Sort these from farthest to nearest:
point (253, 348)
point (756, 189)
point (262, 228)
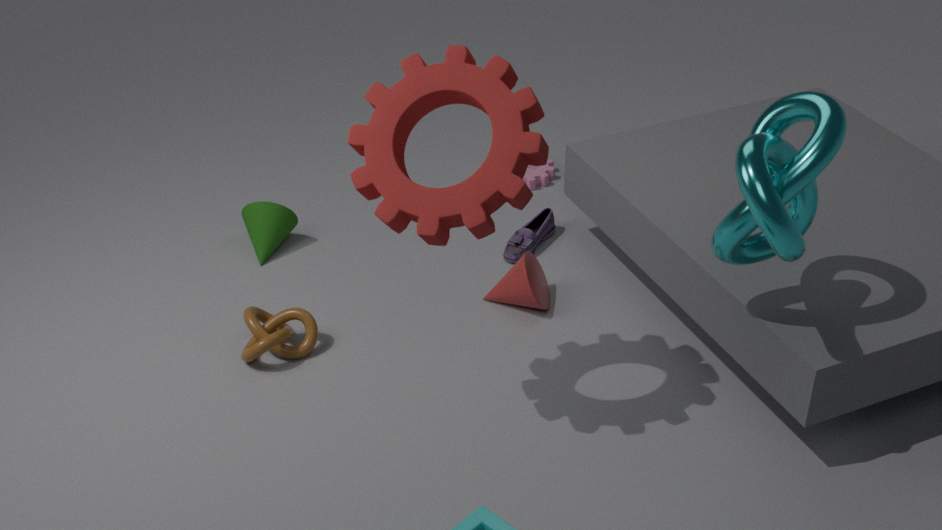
1. point (262, 228)
2. point (253, 348)
3. point (756, 189)
